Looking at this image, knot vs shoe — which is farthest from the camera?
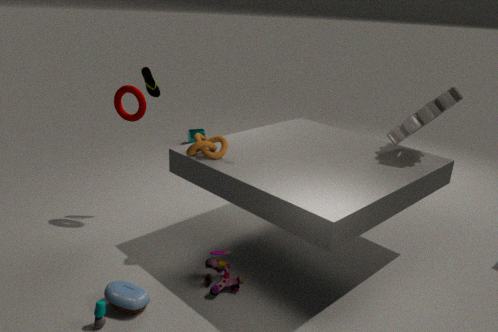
shoe
